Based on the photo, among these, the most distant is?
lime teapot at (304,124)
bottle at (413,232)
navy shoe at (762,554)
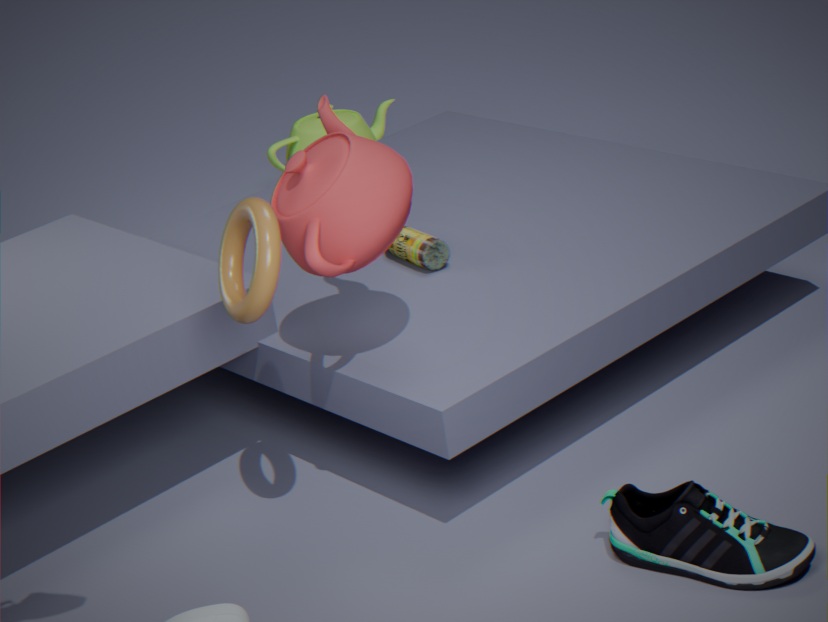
lime teapot at (304,124)
